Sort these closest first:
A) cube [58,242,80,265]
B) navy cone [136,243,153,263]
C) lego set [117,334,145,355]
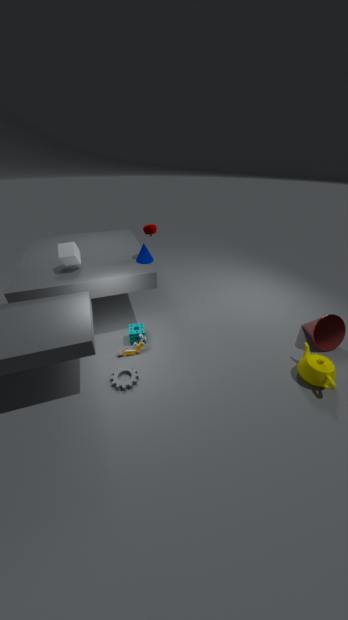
1. cube [58,242,80,265]
2. lego set [117,334,145,355]
3. navy cone [136,243,153,263]
